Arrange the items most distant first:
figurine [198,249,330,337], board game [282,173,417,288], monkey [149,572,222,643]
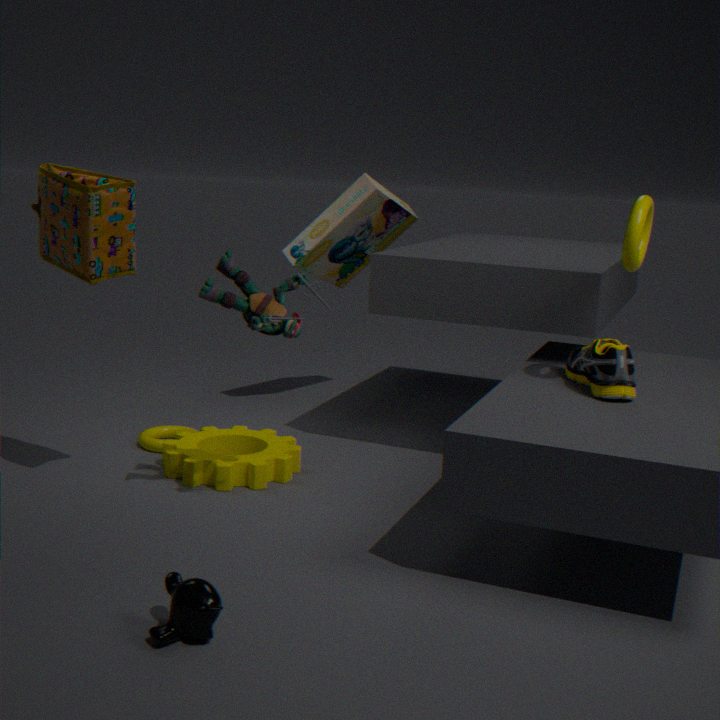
board game [282,173,417,288]
figurine [198,249,330,337]
monkey [149,572,222,643]
